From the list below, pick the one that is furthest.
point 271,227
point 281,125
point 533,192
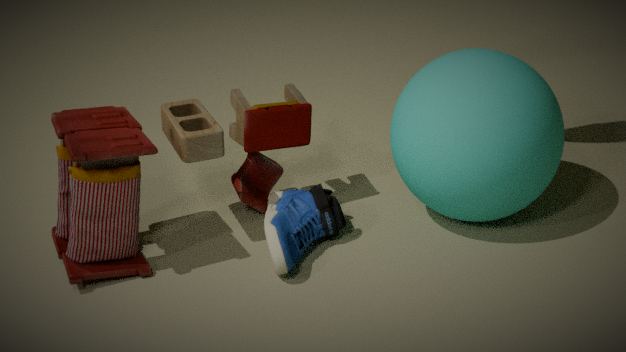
point 281,125
